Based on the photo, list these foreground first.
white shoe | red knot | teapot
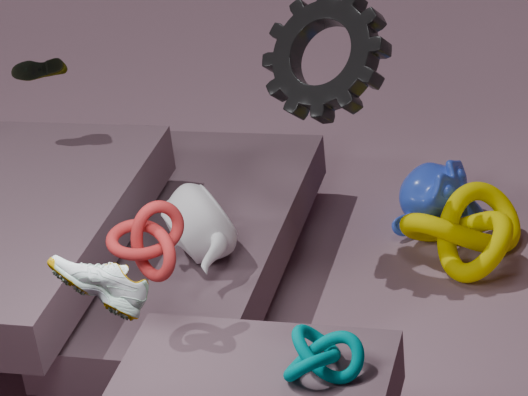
white shoe
red knot
teapot
